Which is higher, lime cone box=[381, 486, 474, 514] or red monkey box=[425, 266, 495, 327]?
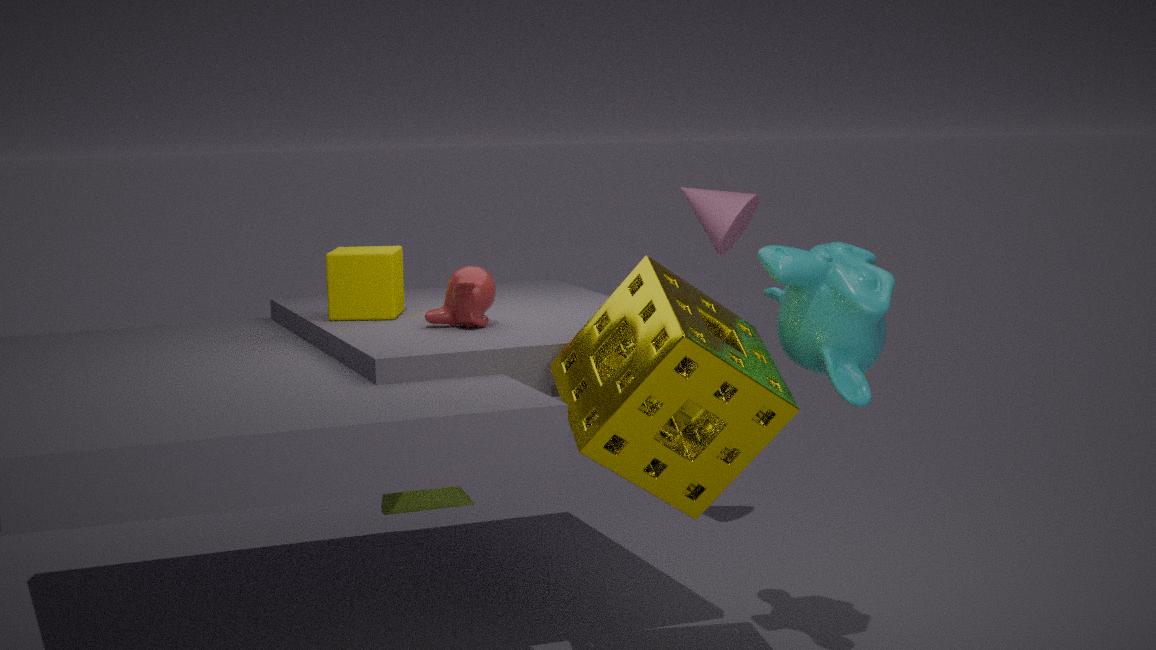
red monkey box=[425, 266, 495, 327]
